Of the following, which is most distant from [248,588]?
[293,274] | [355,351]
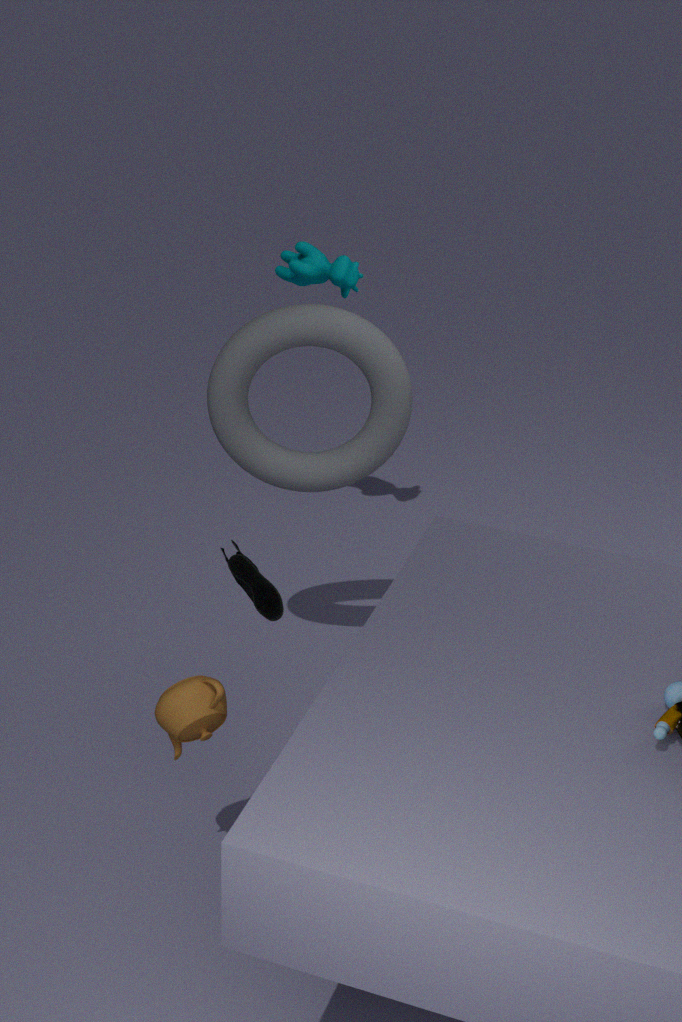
[293,274]
